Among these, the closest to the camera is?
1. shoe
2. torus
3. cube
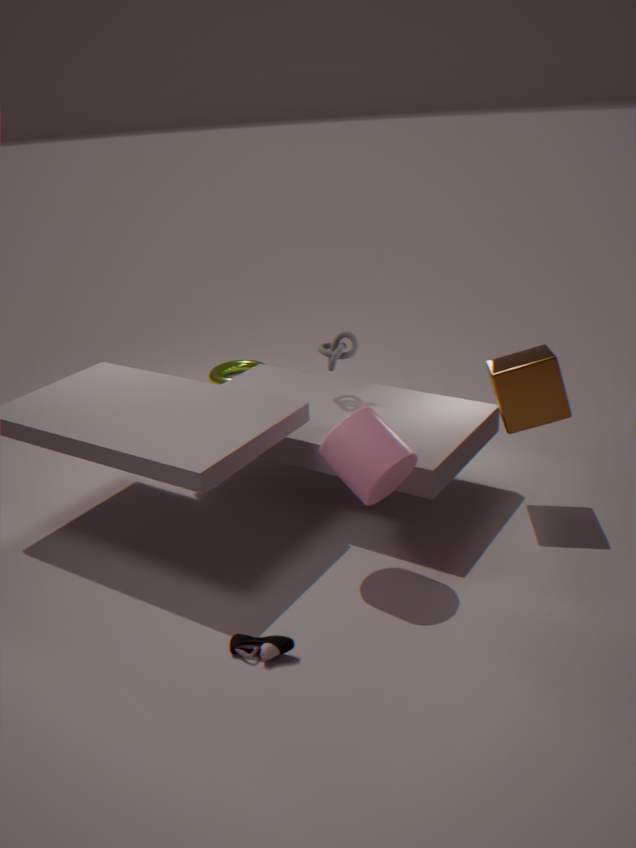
shoe
